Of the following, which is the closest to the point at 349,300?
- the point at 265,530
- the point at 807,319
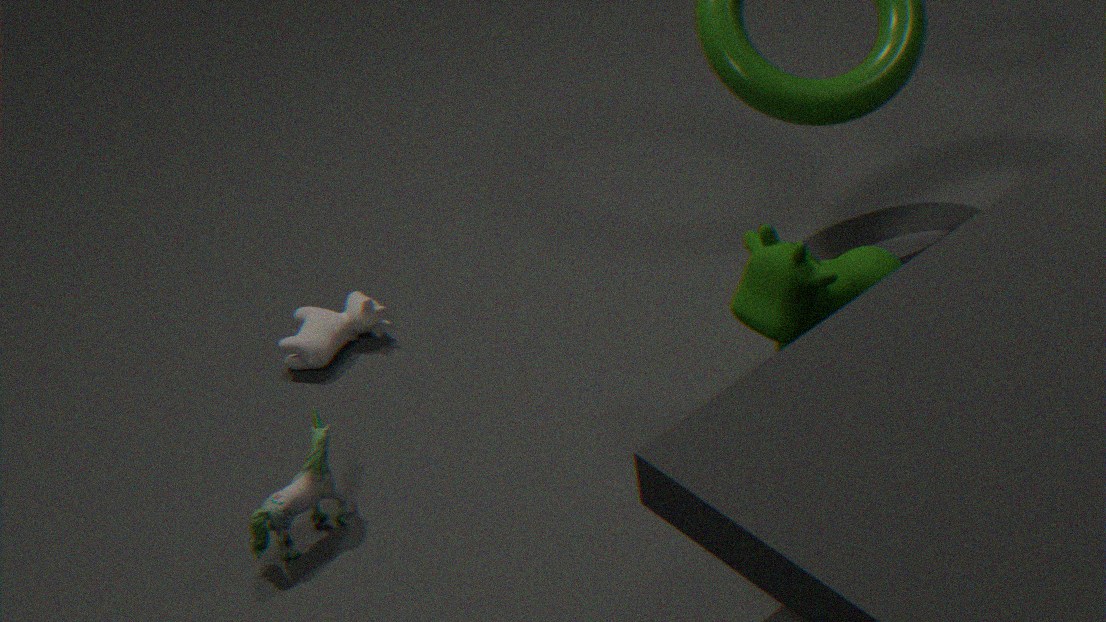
the point at 265,530
